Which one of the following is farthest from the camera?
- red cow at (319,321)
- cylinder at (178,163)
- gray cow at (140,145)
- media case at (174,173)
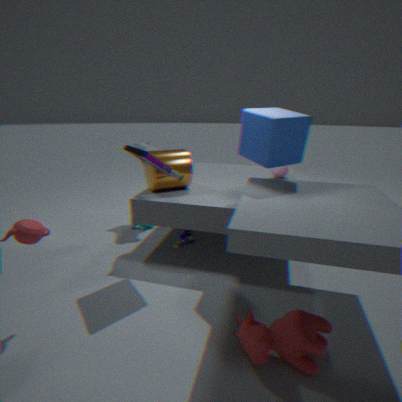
gray cow at (140,145)
